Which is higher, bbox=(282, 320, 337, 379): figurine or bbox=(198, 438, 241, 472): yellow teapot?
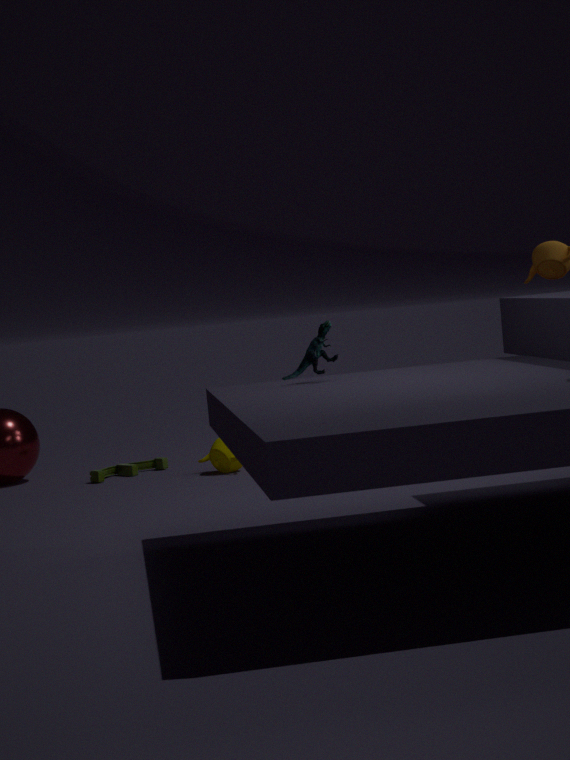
bbox=(282, 320, 337, 379): figurine
